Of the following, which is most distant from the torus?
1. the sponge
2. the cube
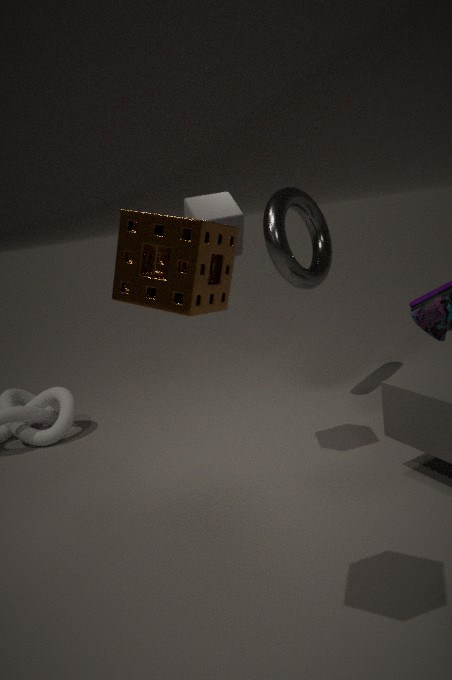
the sponge
